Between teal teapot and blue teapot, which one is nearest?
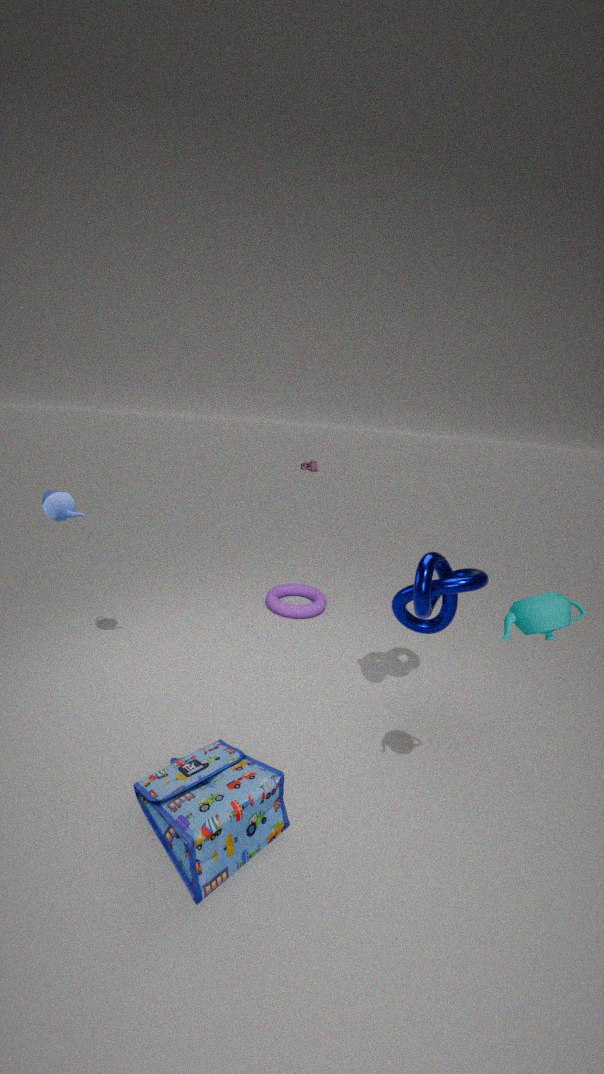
teal teapot
